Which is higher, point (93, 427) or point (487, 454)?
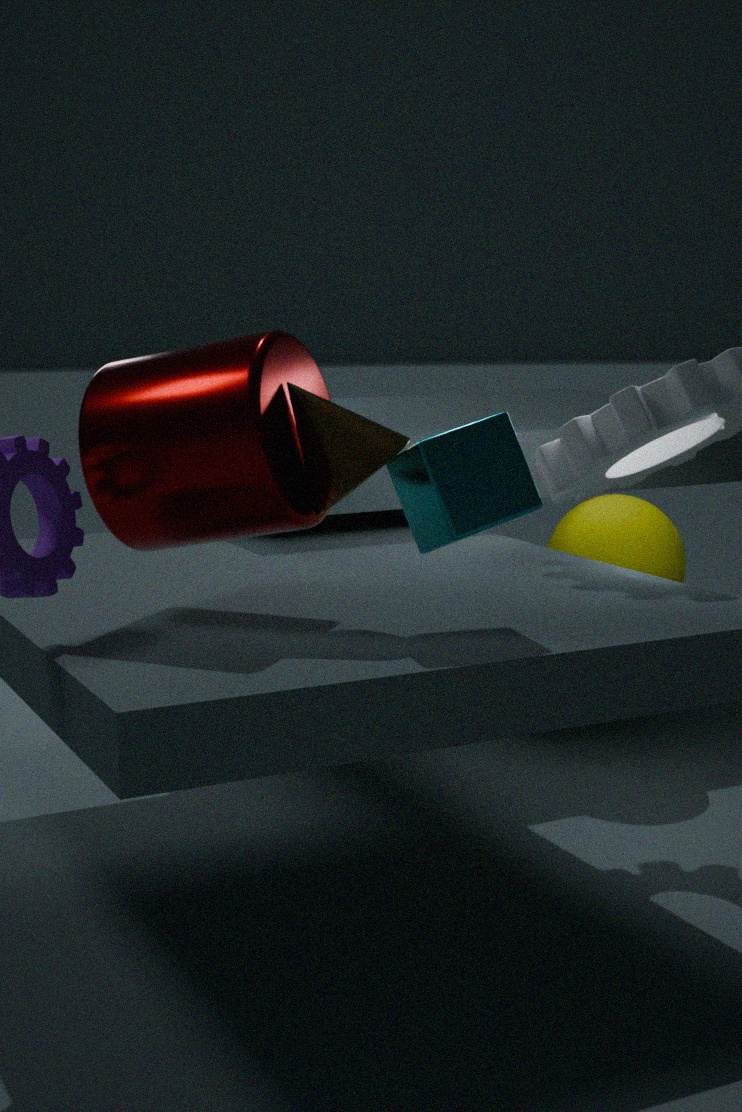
point (93, 427)
